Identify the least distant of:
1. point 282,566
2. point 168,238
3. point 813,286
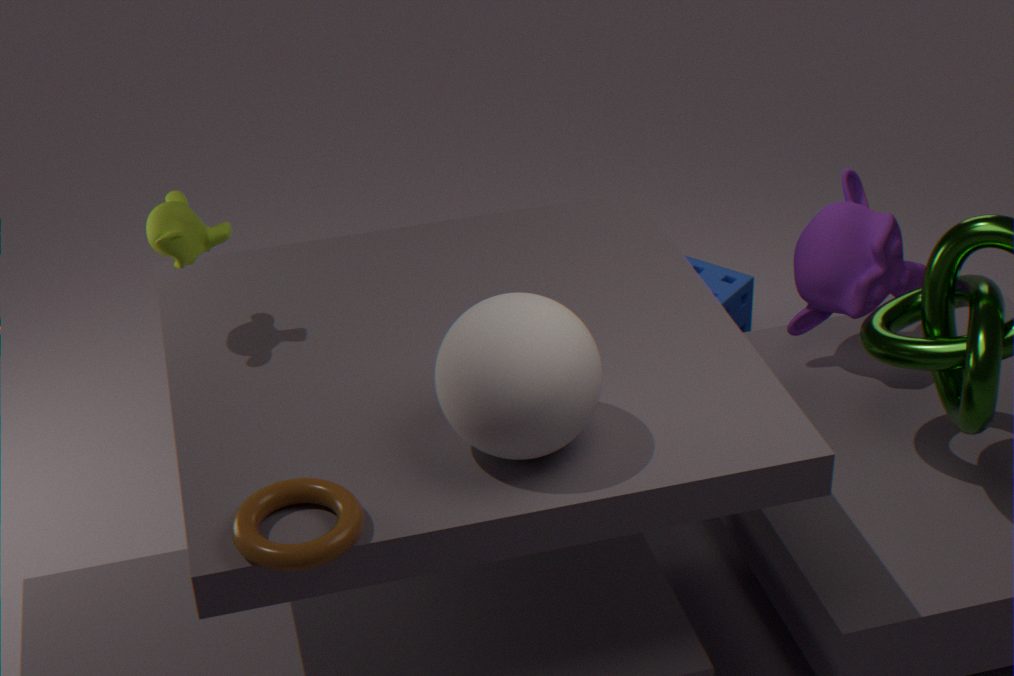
point 282,566
